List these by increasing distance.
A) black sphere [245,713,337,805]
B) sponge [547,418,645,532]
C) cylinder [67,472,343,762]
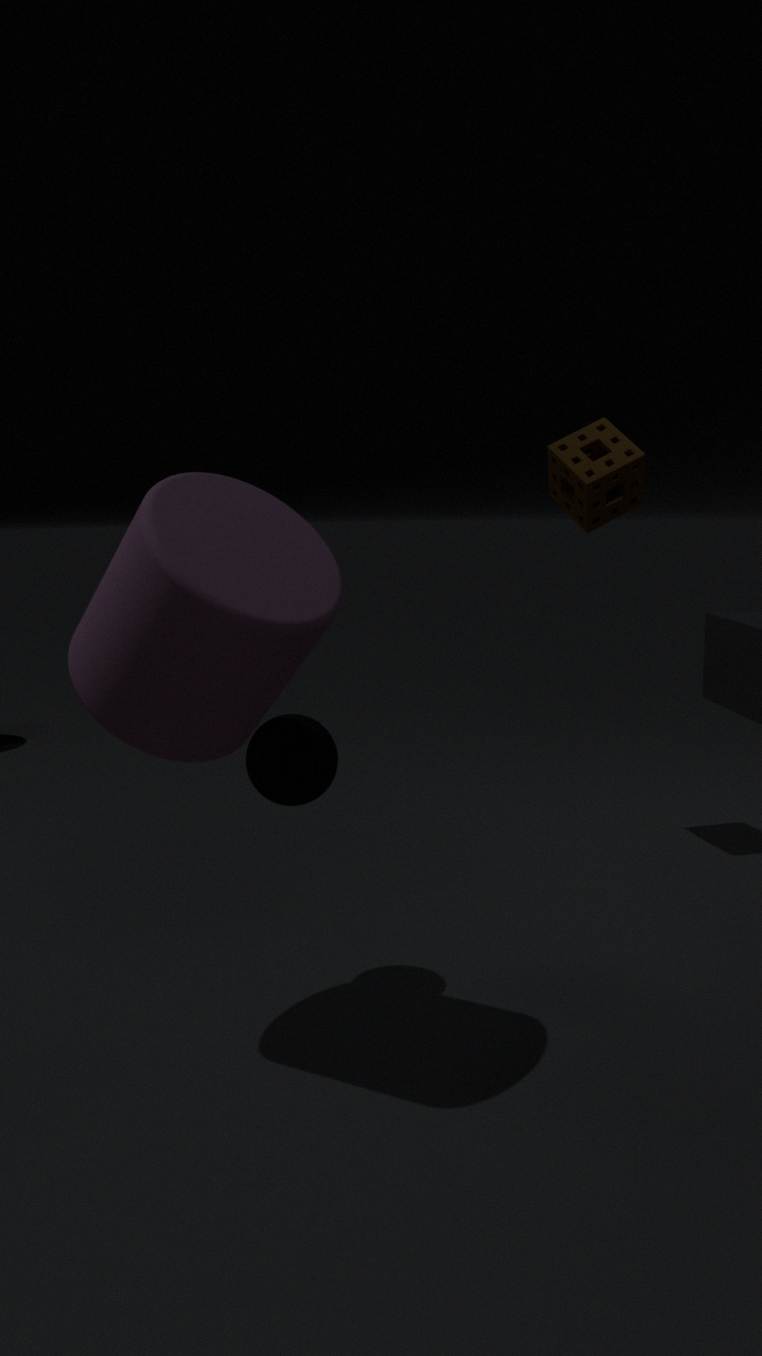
cylinder [67,472,343,762] < black sphere [245,713,337,805] < sponge [547,418,645,532]
